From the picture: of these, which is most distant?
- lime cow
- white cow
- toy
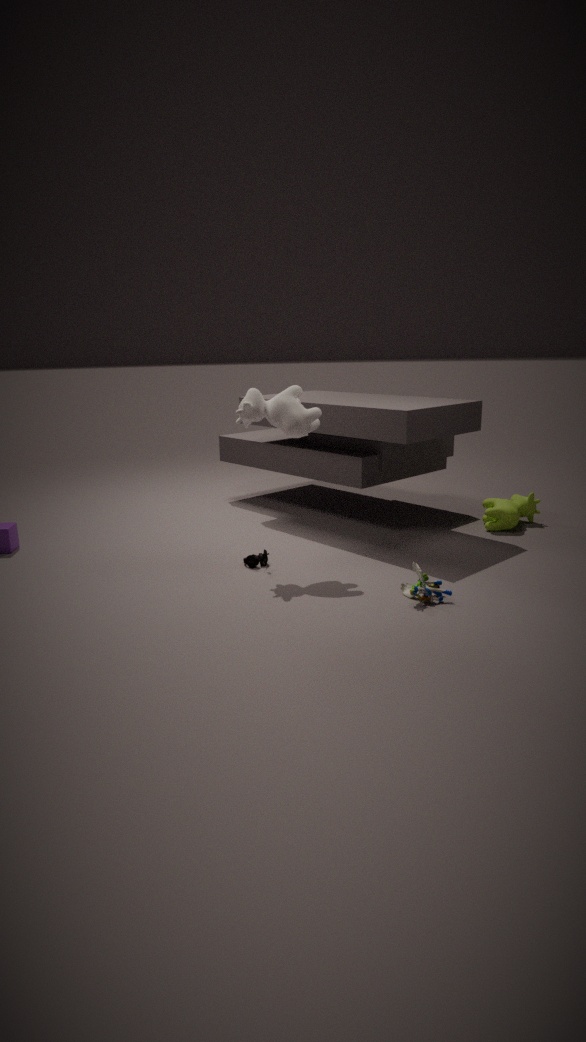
lime cow
